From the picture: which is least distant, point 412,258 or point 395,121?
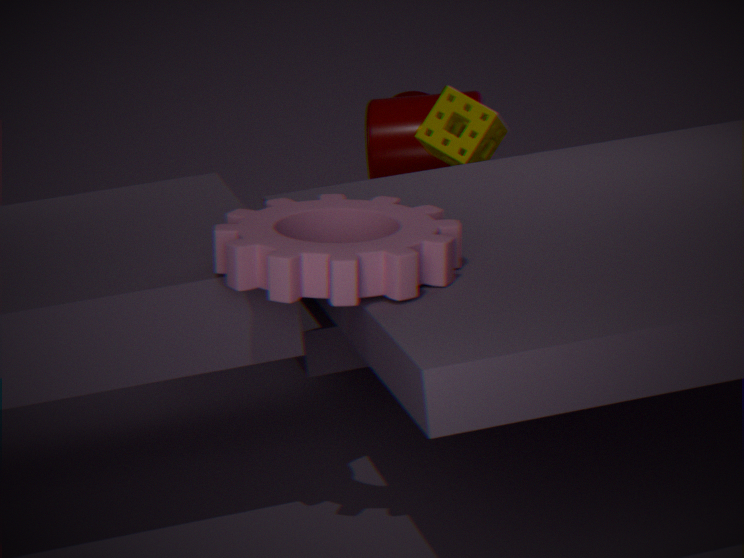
point 412,258
